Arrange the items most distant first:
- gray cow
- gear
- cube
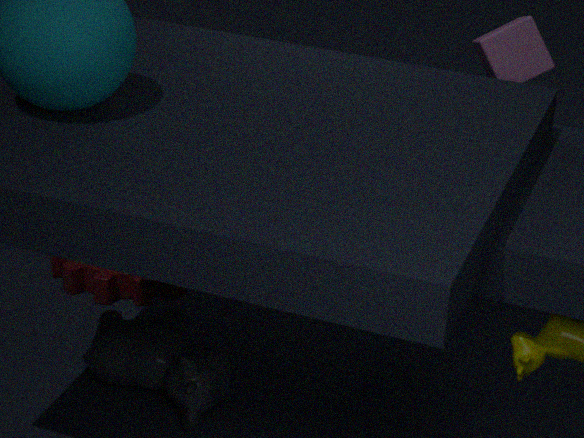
gear → cube → gray cow
